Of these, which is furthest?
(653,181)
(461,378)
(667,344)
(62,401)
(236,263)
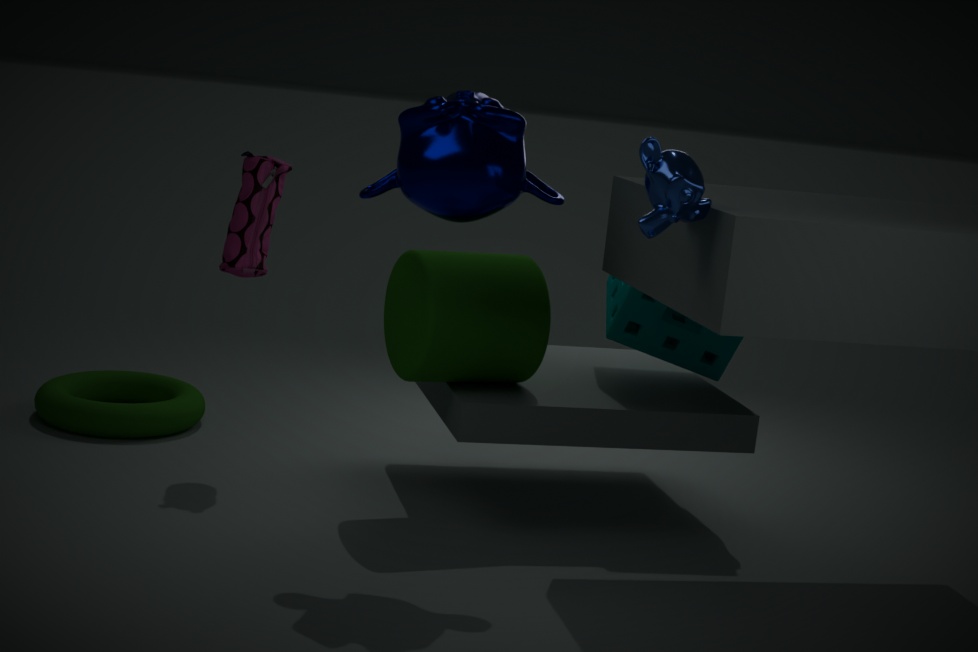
(62,401)
